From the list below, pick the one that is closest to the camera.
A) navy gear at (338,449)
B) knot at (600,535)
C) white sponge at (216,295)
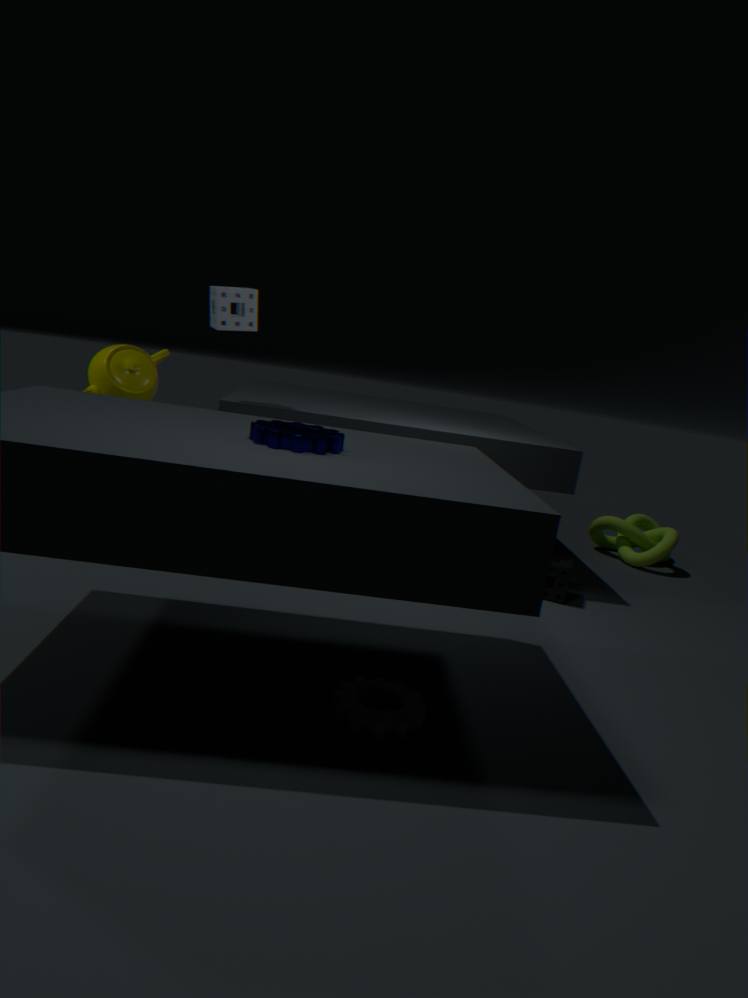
navy gear at (338,449)
